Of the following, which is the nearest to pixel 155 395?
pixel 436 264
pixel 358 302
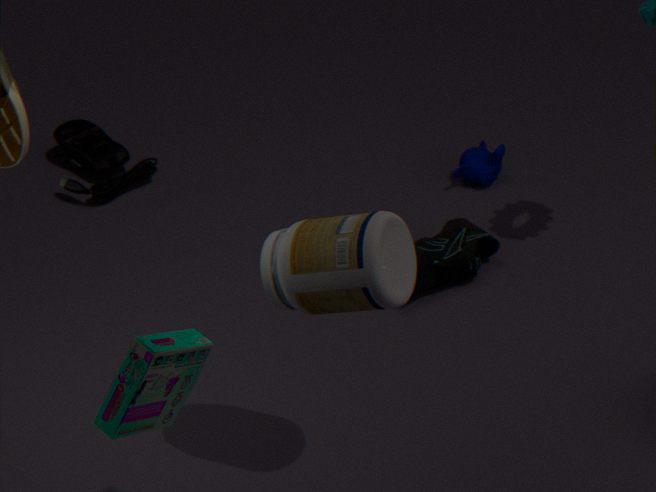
pixel 358 302
